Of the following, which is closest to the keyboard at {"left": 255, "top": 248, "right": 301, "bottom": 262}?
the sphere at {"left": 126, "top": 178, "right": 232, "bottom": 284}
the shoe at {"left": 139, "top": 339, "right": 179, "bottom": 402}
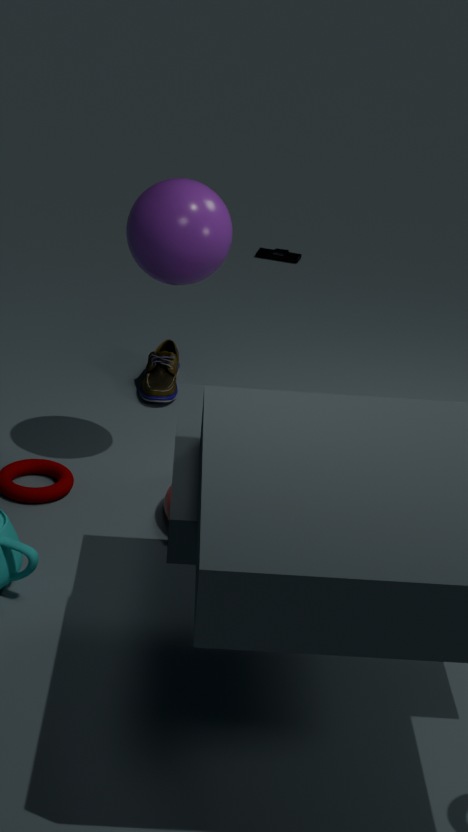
the shoe at {"left": 139, "top": 339, "right": 179, "bottom": 402}
